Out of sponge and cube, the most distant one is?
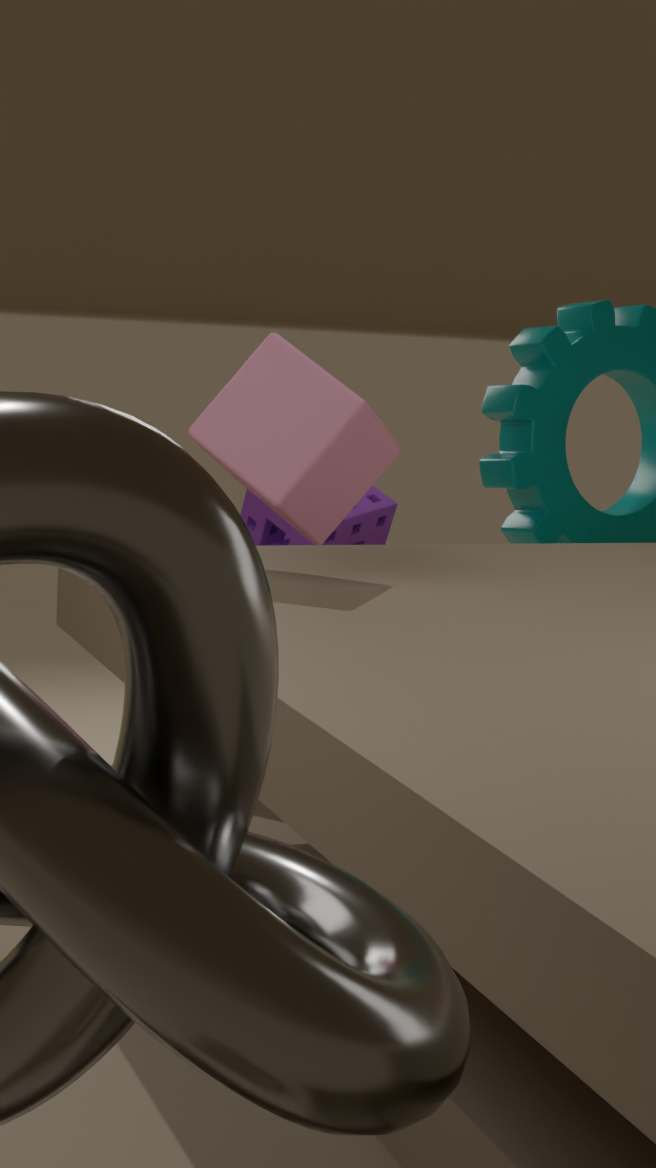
sponge
